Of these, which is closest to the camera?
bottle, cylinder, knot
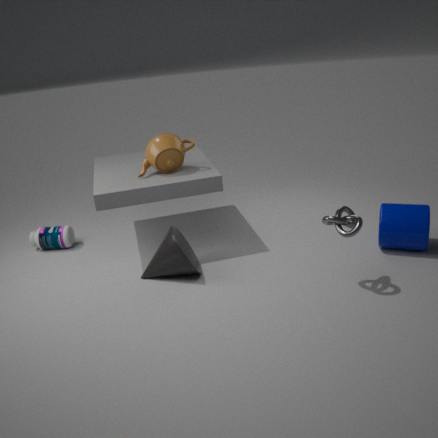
knot
